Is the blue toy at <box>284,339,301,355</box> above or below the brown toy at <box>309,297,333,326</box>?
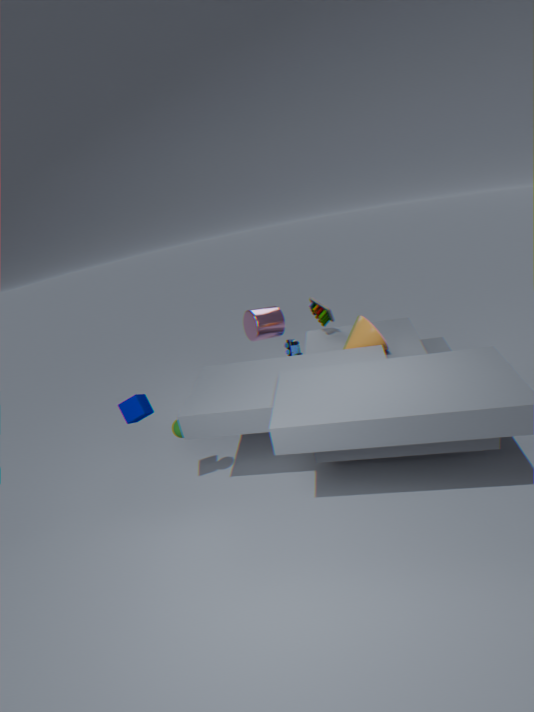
below
